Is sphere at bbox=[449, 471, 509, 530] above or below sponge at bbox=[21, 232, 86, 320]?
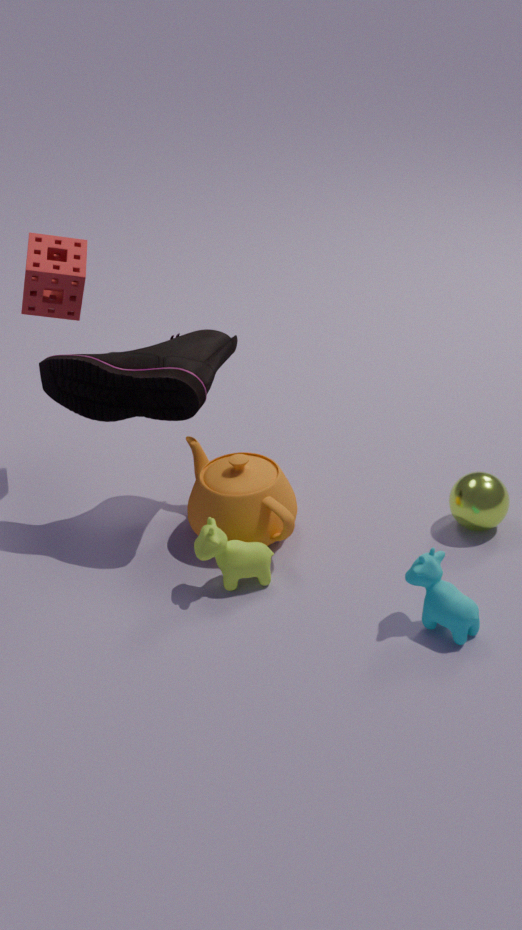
below
